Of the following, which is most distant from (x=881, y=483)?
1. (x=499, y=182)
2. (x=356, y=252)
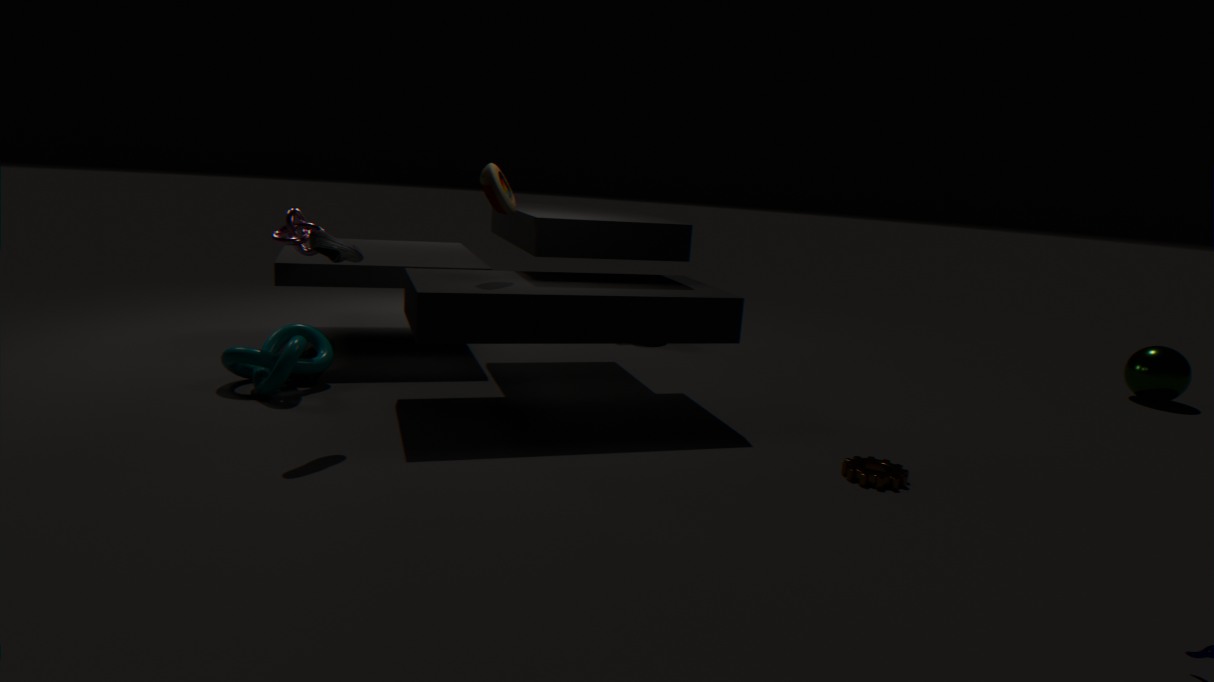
(x=356, y=252)
